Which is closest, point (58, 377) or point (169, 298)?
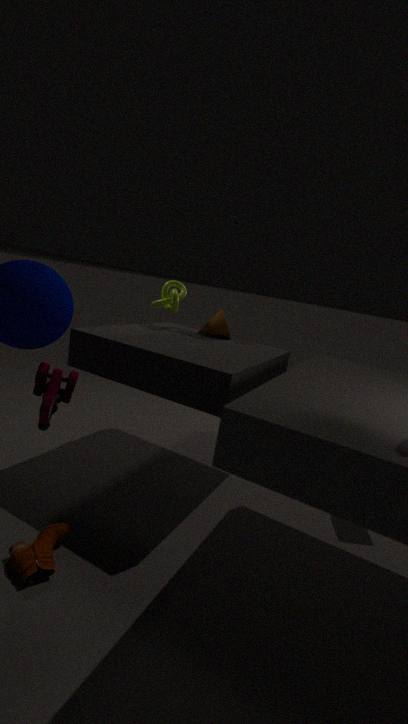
point (58, 377)
